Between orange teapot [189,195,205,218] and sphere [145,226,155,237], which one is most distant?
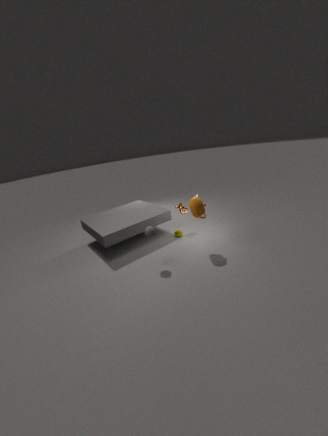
orange teapot [189,195,205,218]
